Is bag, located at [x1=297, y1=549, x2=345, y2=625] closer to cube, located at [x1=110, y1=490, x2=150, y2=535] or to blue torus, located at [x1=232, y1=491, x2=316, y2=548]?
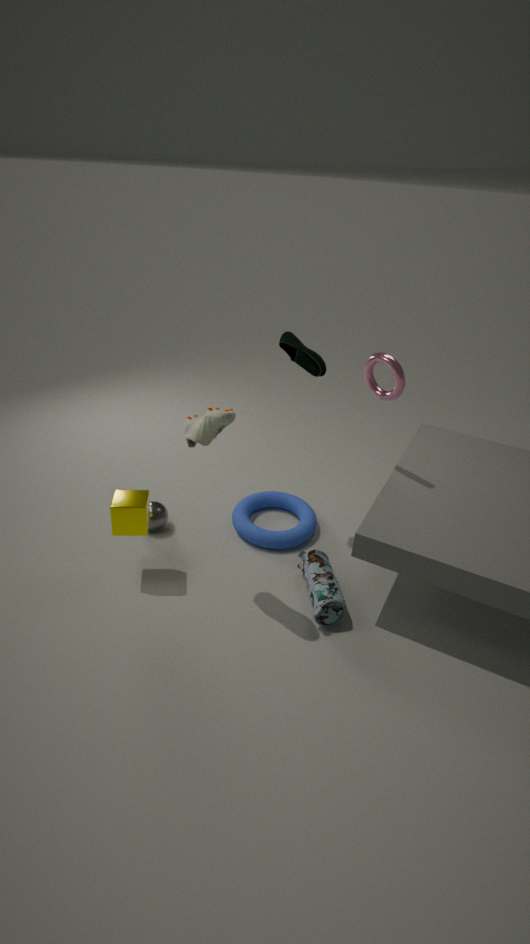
blue torus, located at [x1=232, y1=491, x2=316, y2=548]
